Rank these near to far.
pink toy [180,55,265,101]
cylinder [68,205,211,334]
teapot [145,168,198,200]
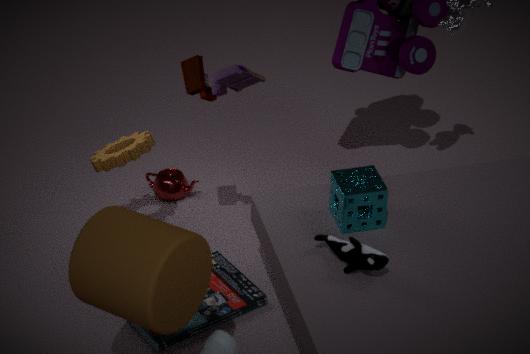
cylinder [68,205,211,334]
pink toy [180,55,265,101]
teapot [145,168,198,200]
